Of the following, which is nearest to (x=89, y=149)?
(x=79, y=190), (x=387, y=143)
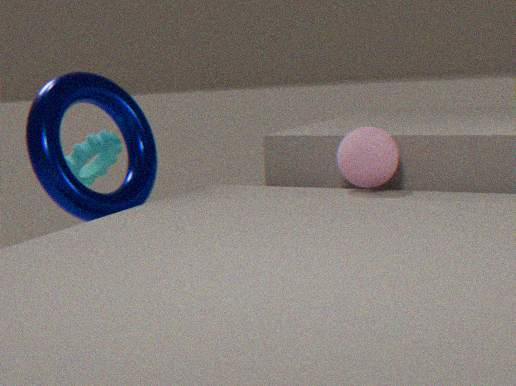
(x=79, y=190)
